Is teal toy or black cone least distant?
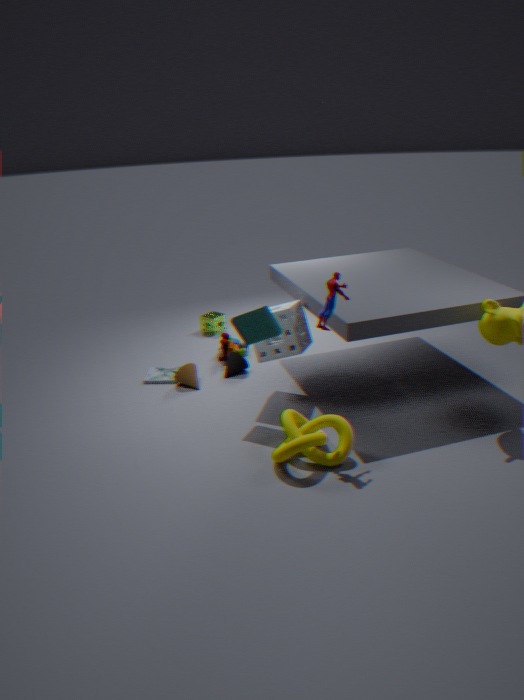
teal toy
